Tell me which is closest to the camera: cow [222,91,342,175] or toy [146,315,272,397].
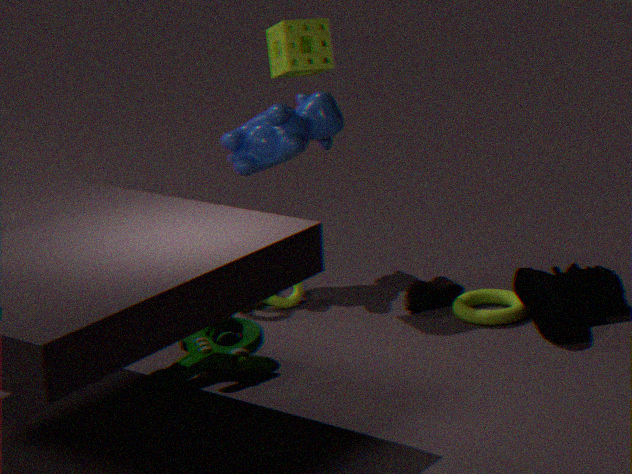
toy [146,315,272,397]
